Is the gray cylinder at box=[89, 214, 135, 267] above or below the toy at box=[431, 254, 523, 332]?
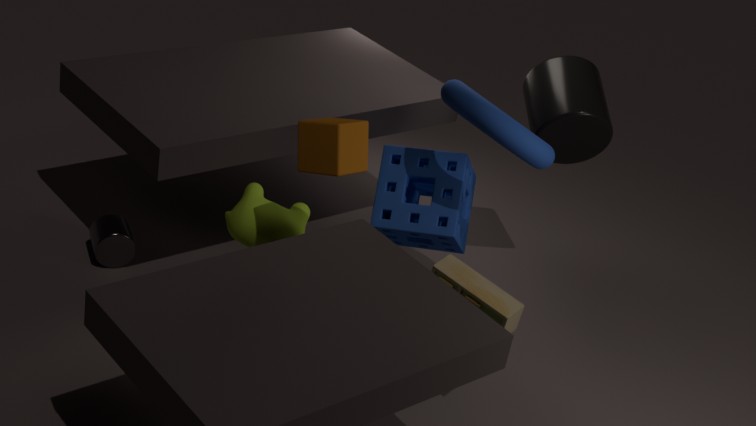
below
